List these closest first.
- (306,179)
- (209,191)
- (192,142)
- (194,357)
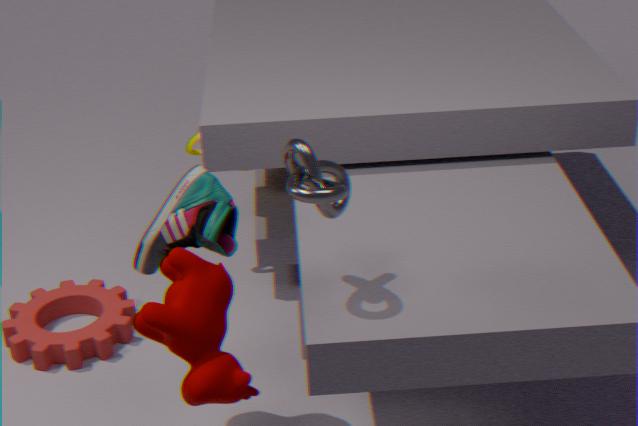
(306,179) < (194,357) < (209,191) < (192,142)
